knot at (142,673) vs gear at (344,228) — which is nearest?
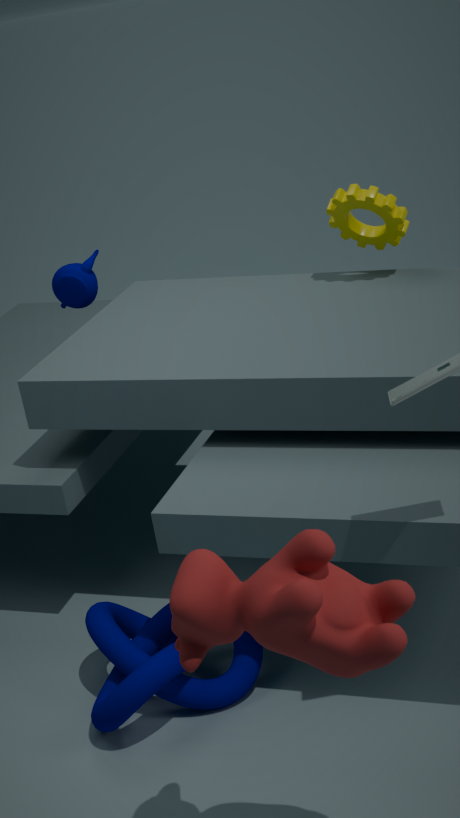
knot at (142,673)
